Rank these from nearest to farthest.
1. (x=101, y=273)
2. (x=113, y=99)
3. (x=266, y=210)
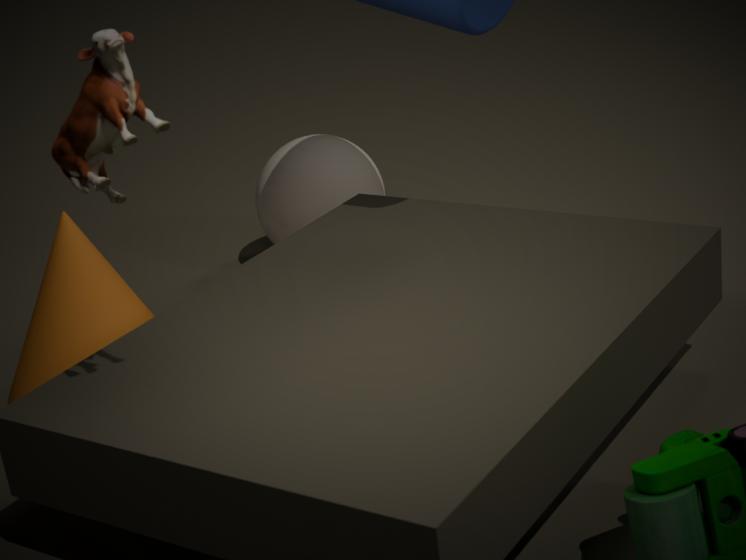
(x=113, y=99) < (x=101, y=273) < (x=266, y=210)
